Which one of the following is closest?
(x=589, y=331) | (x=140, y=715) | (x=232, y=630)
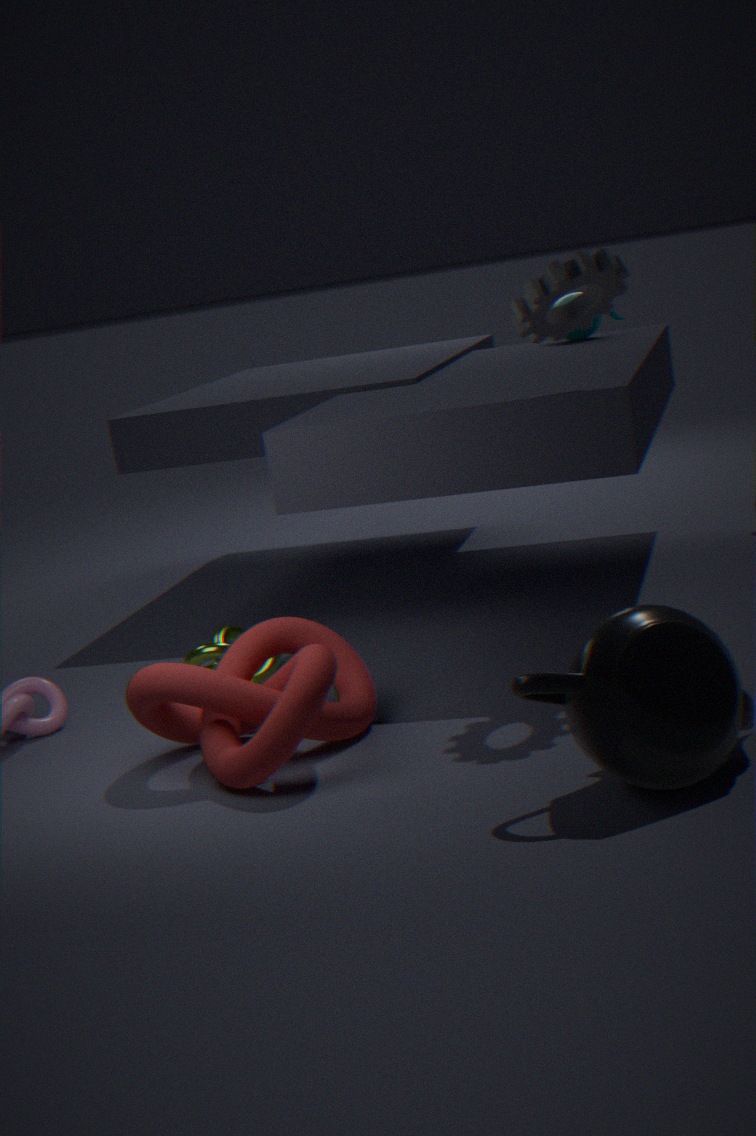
(x=140, y=715)
